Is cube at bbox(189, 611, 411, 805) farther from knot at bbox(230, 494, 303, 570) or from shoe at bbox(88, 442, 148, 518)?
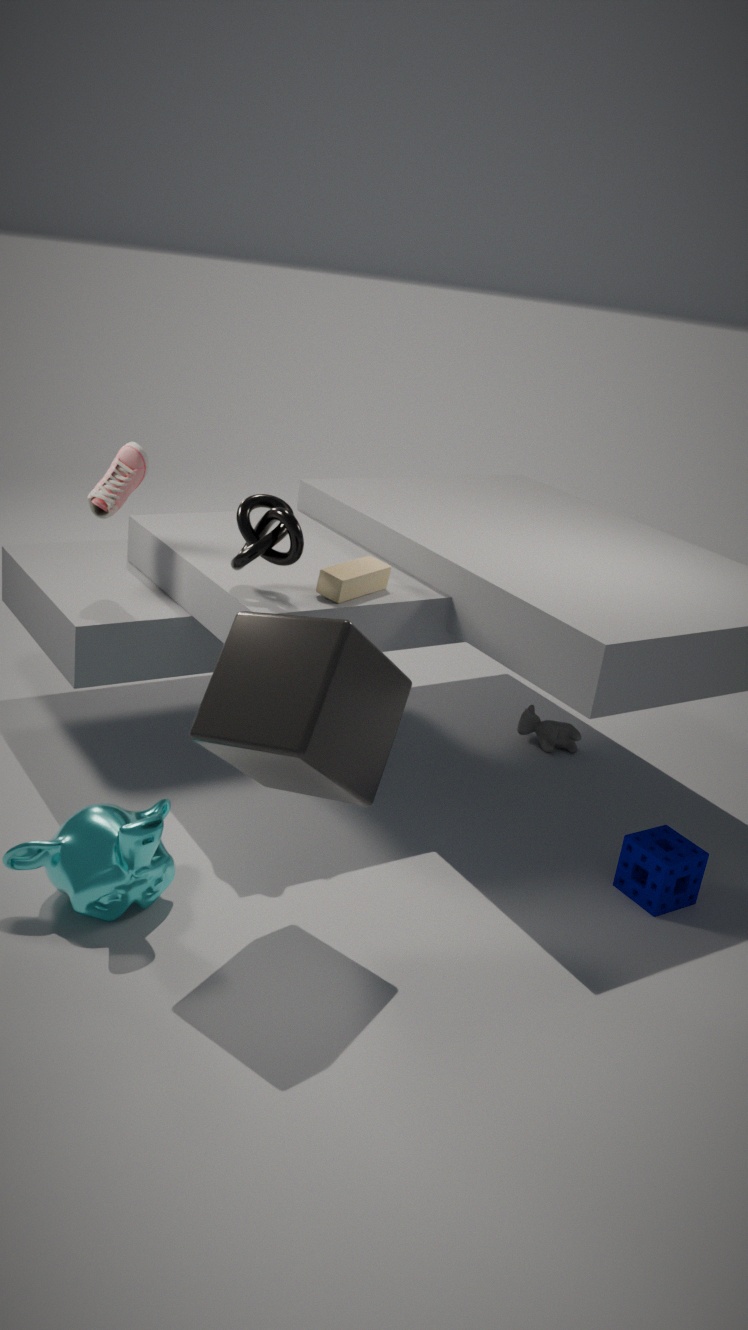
shoe at bbox(88, 442, 148, 518)
